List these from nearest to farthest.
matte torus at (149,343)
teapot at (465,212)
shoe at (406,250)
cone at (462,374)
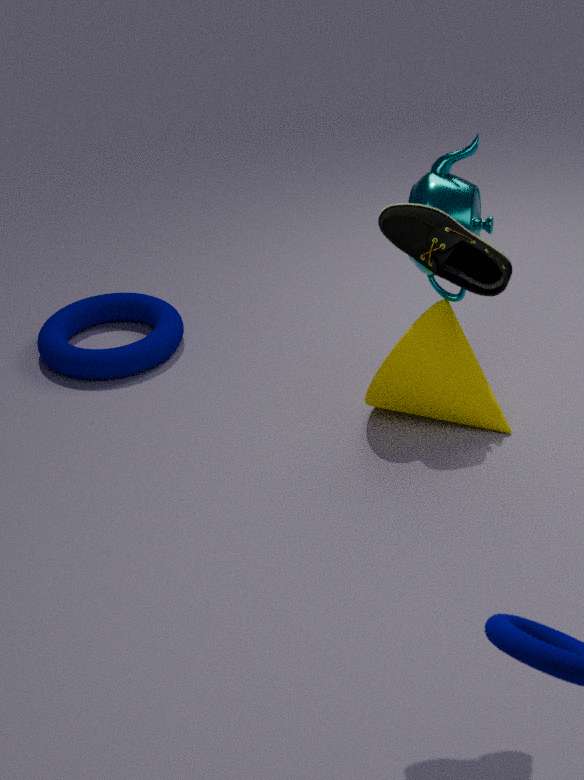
shoe at (406,250) < teapot at (465,212) < cone at (462,374) < matte torus at (149,343)
